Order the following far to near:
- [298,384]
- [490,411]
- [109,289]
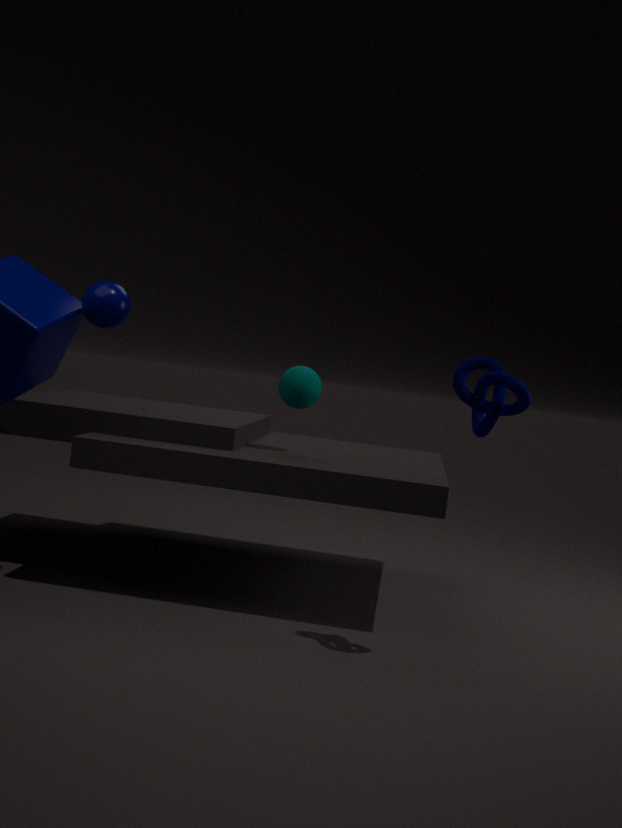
[298,384] → [109,289] → [490,411]
